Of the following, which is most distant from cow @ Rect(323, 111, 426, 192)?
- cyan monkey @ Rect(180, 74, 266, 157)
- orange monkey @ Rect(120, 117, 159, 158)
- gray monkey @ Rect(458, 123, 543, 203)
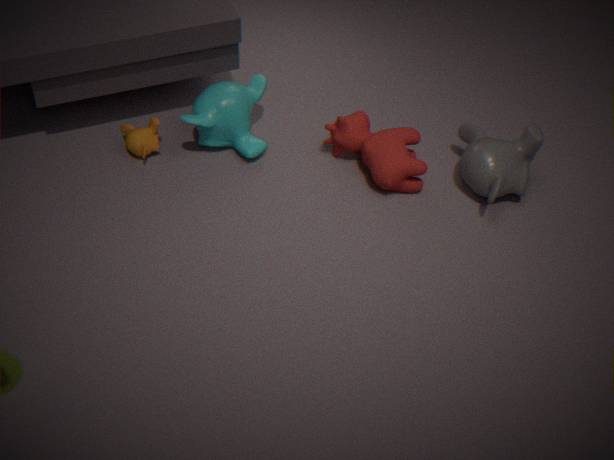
orange monkey @ Rect(120, 117, 159, 158)
